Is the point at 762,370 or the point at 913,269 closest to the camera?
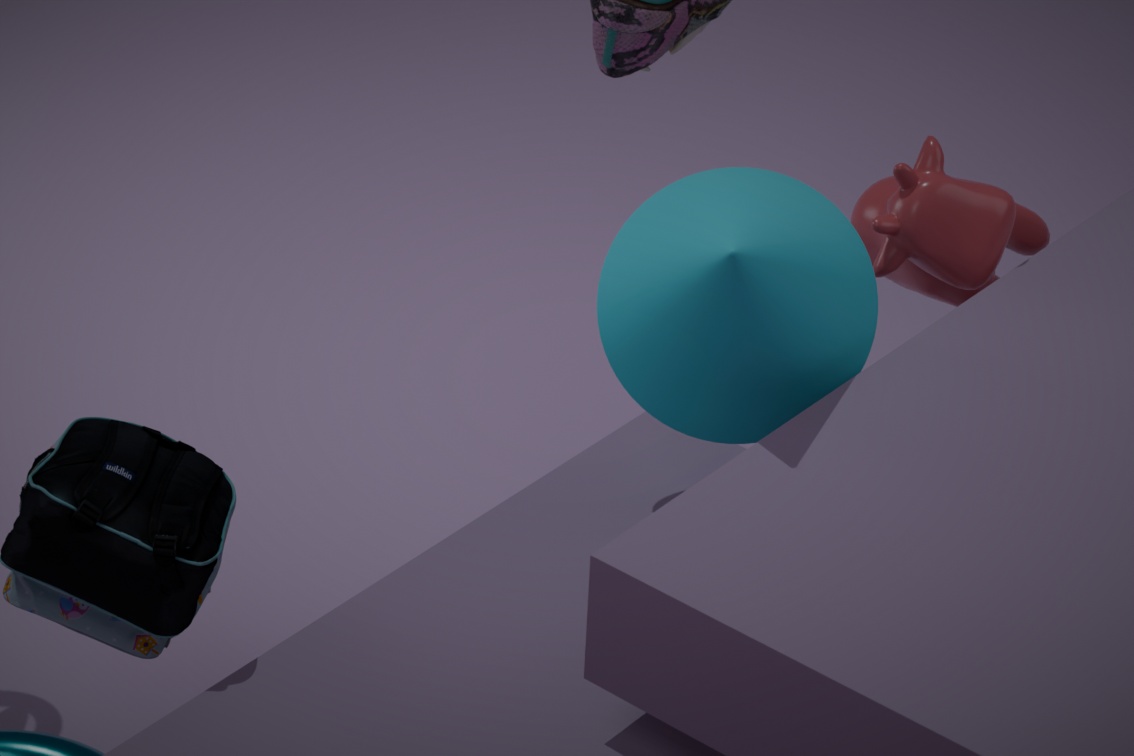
the point at 762,370
